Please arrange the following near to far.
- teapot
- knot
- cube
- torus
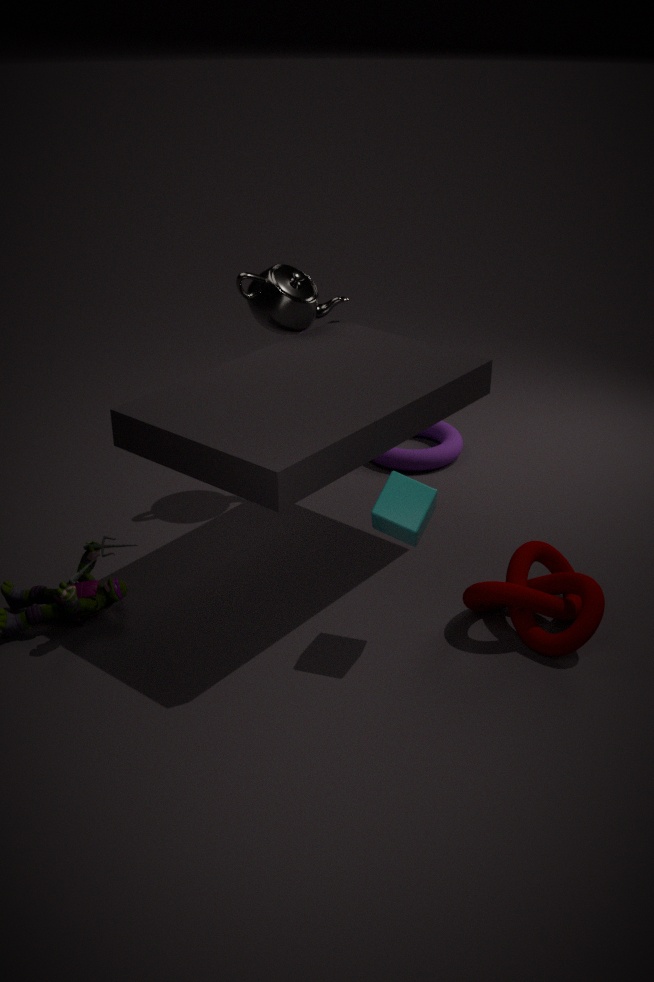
cube → knot → teapot → torus
